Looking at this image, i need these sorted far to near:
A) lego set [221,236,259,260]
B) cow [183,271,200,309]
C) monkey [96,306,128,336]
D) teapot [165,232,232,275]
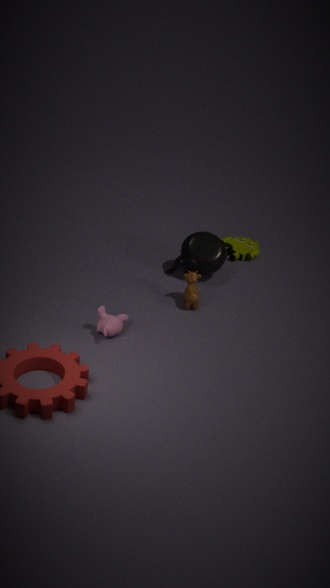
1. A. lego set [221,236,259,260]
2. D. teapot [165,232,232,275]
3. B. cow [183,271,200,309]
4. C. monkey [96,306,128,336]
